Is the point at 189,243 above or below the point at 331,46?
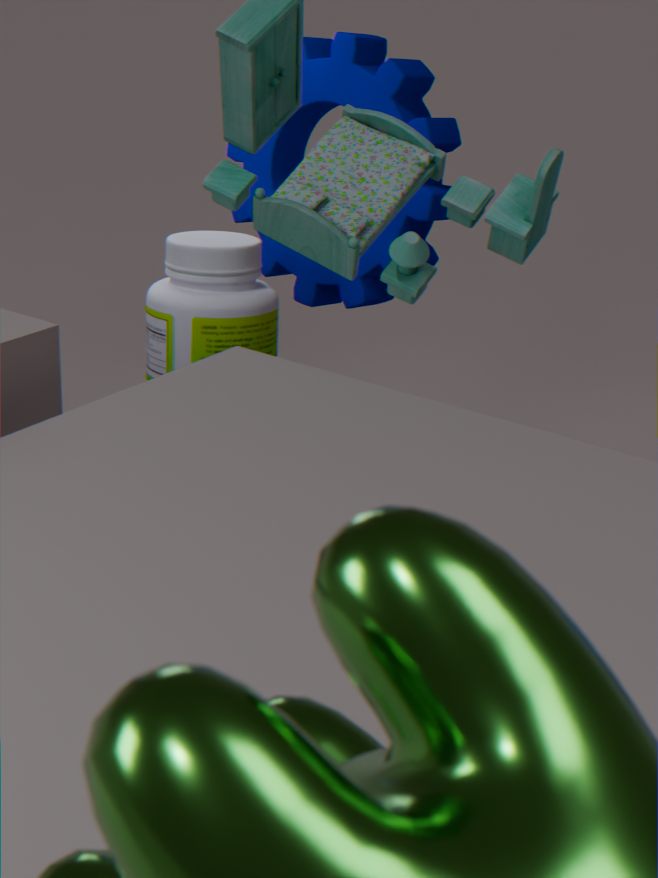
below
